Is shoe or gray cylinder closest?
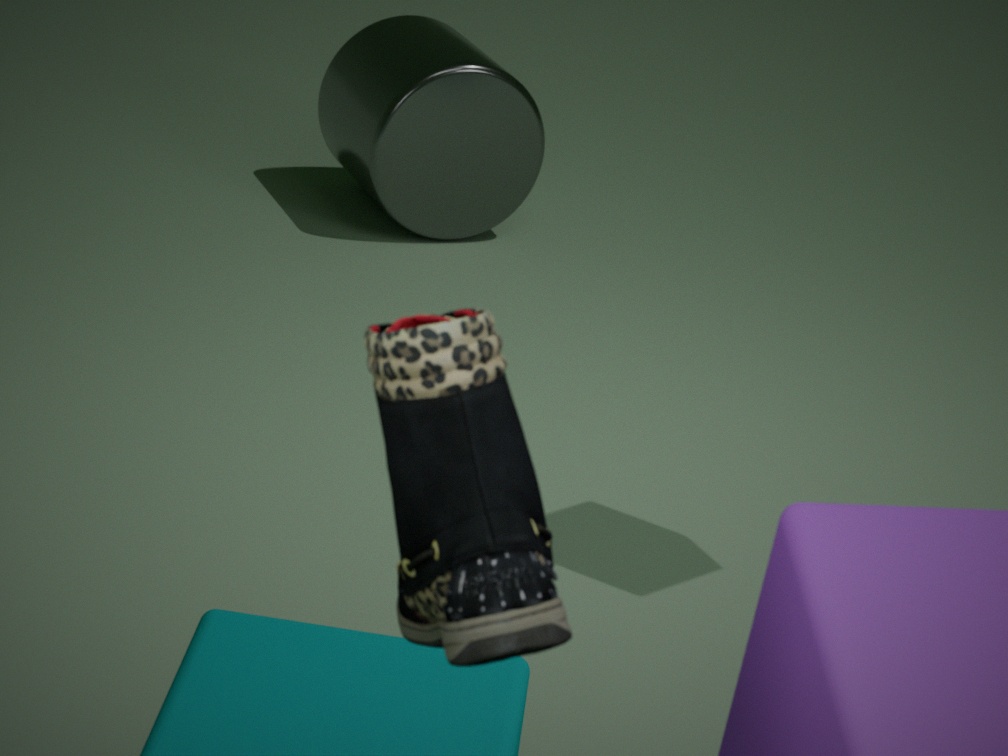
shoe
